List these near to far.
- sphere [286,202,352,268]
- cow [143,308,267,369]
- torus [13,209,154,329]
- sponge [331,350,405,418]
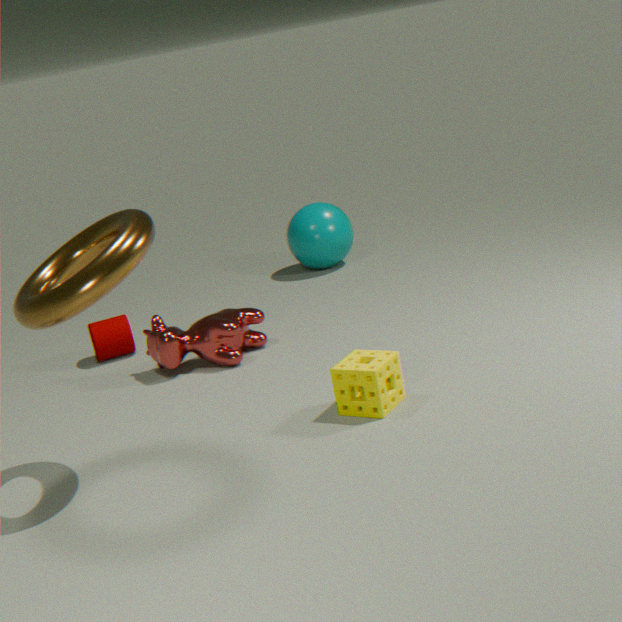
1. torus [13,209,154,329]
2. sponge [331,350,405,418]
3. cow [143,308,267,369]
4. sphere [286,202,352,268]
